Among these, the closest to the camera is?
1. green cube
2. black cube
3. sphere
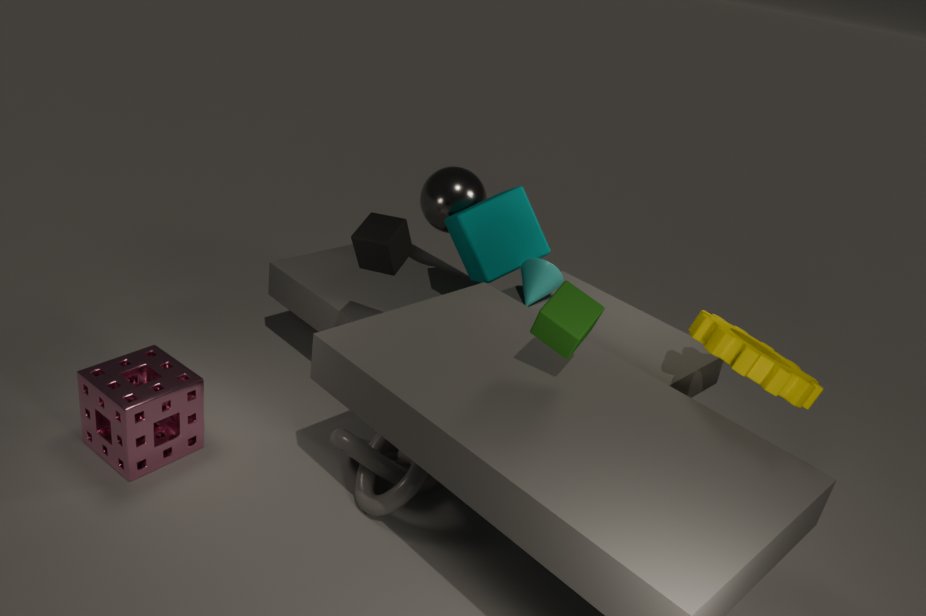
green cube
